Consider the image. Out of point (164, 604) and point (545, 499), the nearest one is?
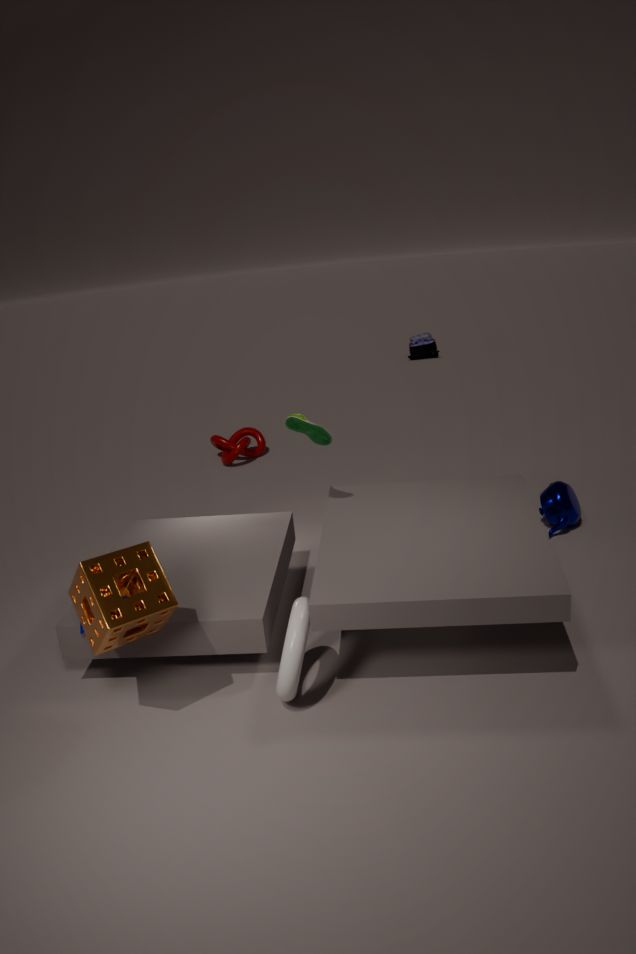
point (164, 604)
